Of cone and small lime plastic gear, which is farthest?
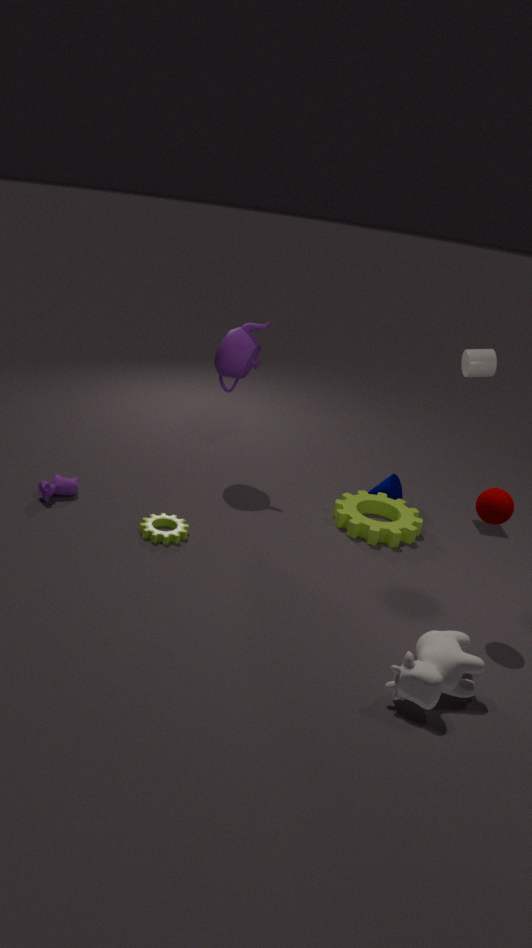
cone
